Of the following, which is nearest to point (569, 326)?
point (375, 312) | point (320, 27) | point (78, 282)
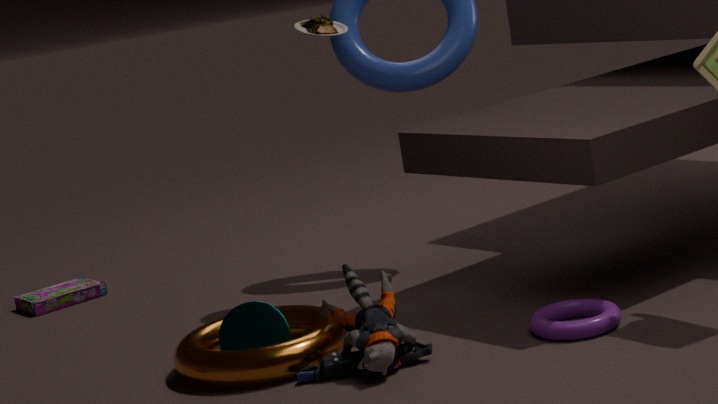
point (375, 312)
